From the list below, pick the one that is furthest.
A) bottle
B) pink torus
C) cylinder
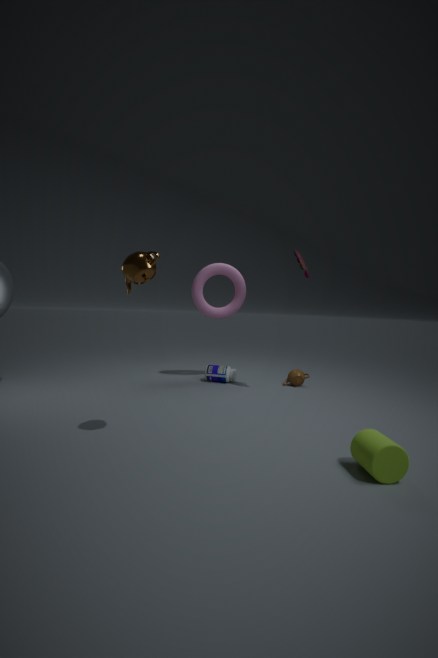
bottle
